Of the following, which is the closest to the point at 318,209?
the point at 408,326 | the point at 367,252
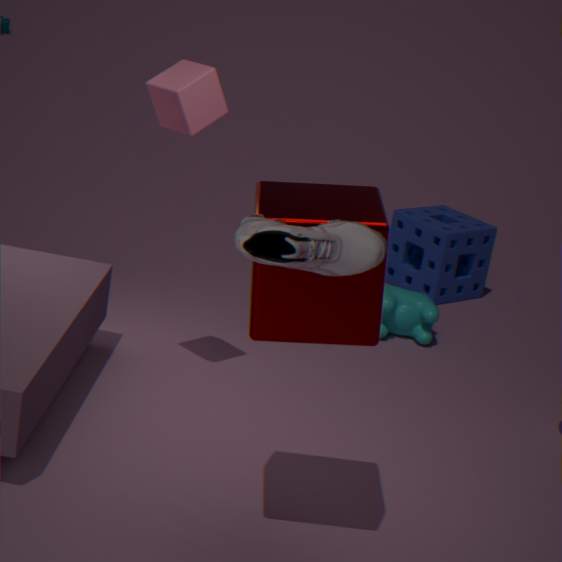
the point at 367,252
